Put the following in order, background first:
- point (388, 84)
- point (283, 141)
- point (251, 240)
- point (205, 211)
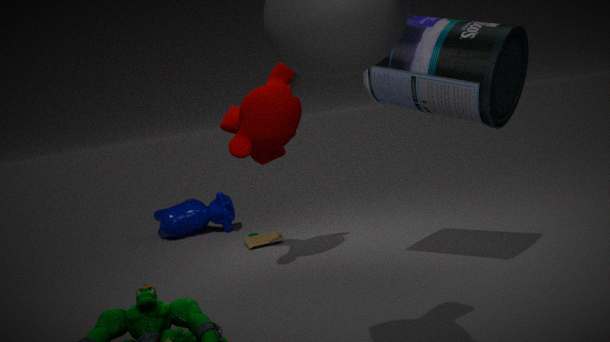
point (205, 211) → point (251, 240) → point (283, 141) → point (388, 84)
